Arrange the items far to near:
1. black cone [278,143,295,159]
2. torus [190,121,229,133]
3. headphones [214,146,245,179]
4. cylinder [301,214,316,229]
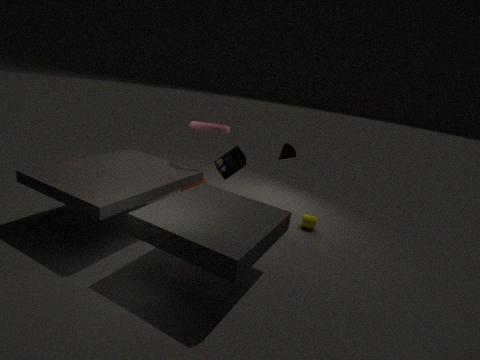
cylinder [301,214,316,229], torus [190,121,229,133], black cone [278,143,295,159], headphones [214,146,245,179]
